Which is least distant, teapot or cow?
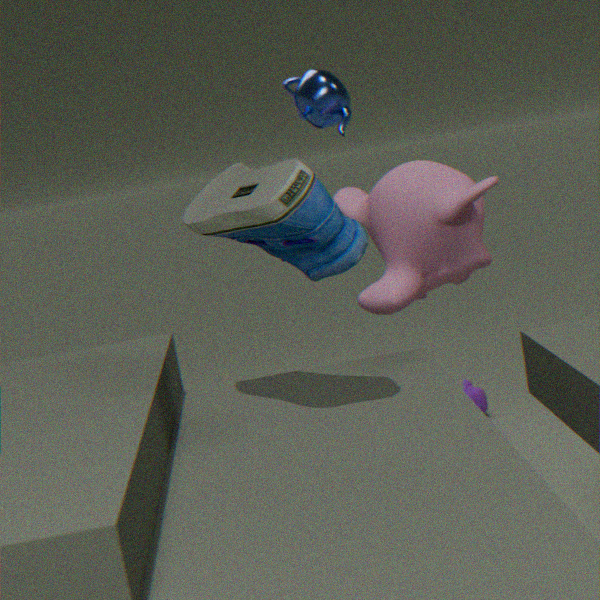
teapot
